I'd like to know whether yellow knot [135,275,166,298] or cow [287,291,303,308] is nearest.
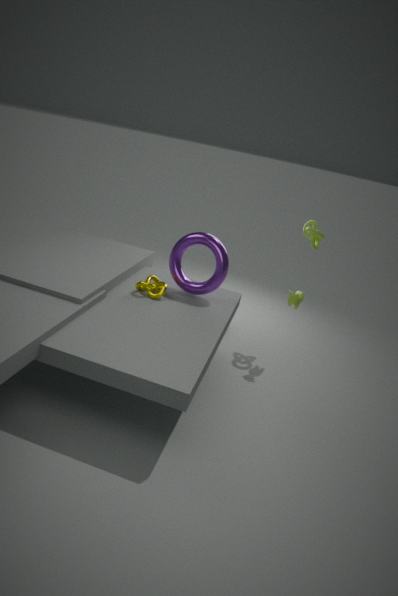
yellow knot [135,275,166,298]
